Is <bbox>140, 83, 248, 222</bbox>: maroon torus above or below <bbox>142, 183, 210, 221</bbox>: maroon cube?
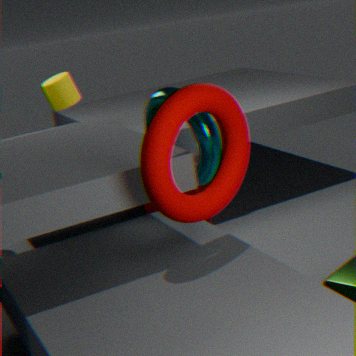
above
